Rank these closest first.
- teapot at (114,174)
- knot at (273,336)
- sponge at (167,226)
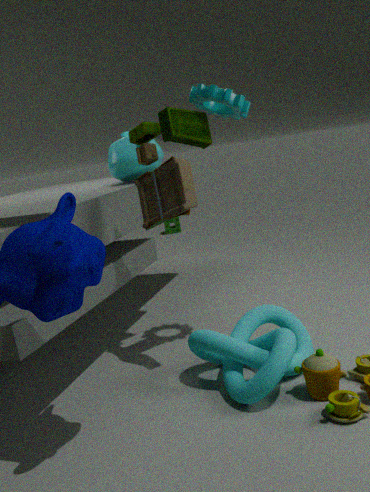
knot at (273,336) → teapot at (114,174) → sponge at (167,226)
